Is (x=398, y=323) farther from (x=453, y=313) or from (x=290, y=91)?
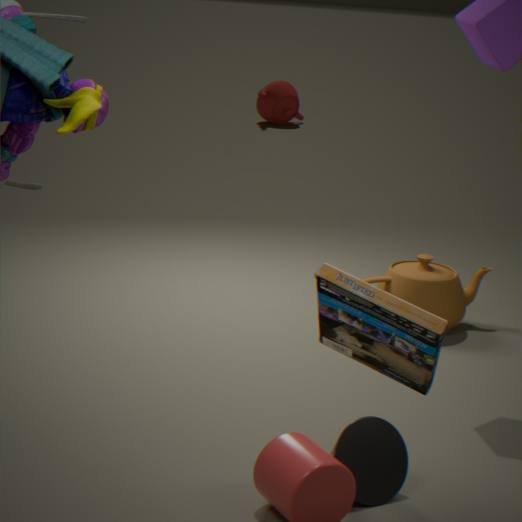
(x=290, y=91)
